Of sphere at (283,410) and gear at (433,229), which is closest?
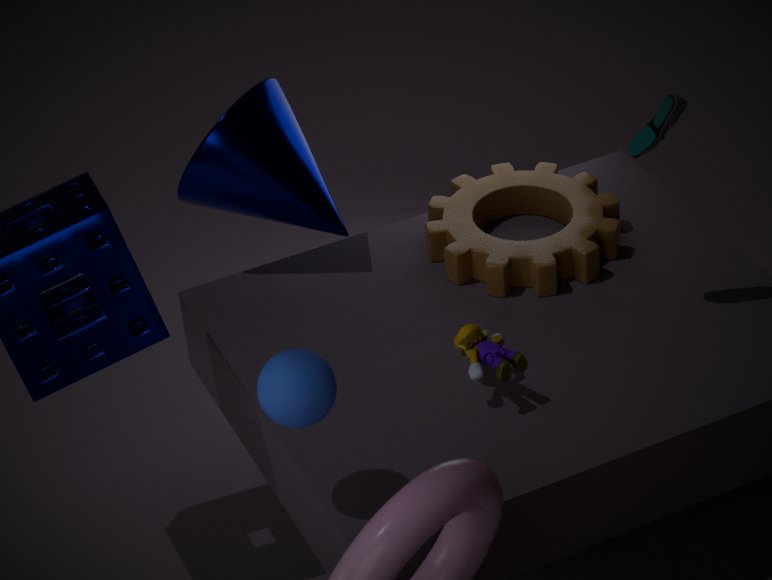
sphere at (283,410)
